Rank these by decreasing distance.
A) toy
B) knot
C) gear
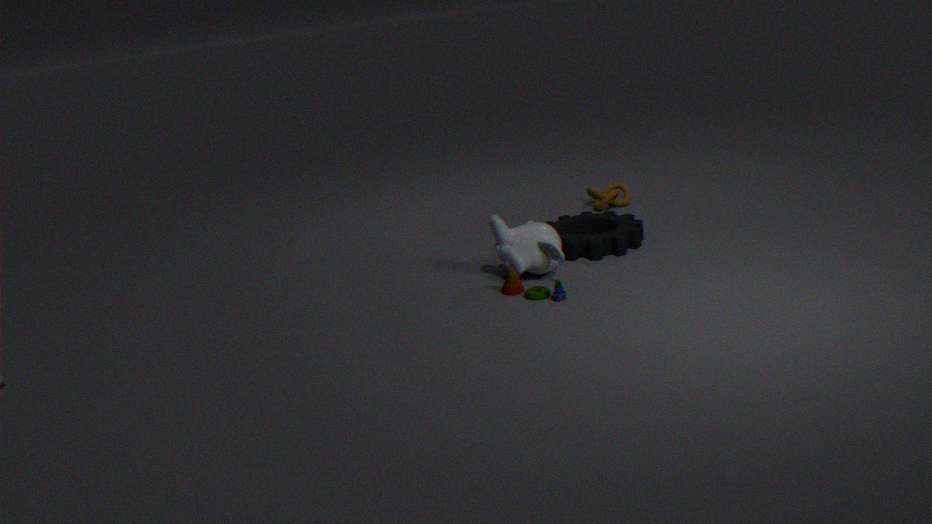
knot
gear
toy
